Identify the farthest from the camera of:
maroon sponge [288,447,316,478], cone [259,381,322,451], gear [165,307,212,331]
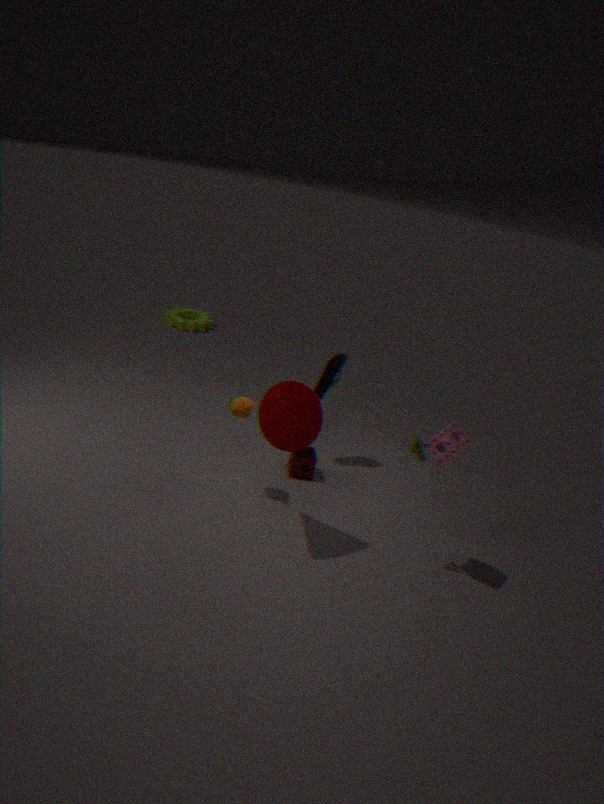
gear [165,307,212,331]
